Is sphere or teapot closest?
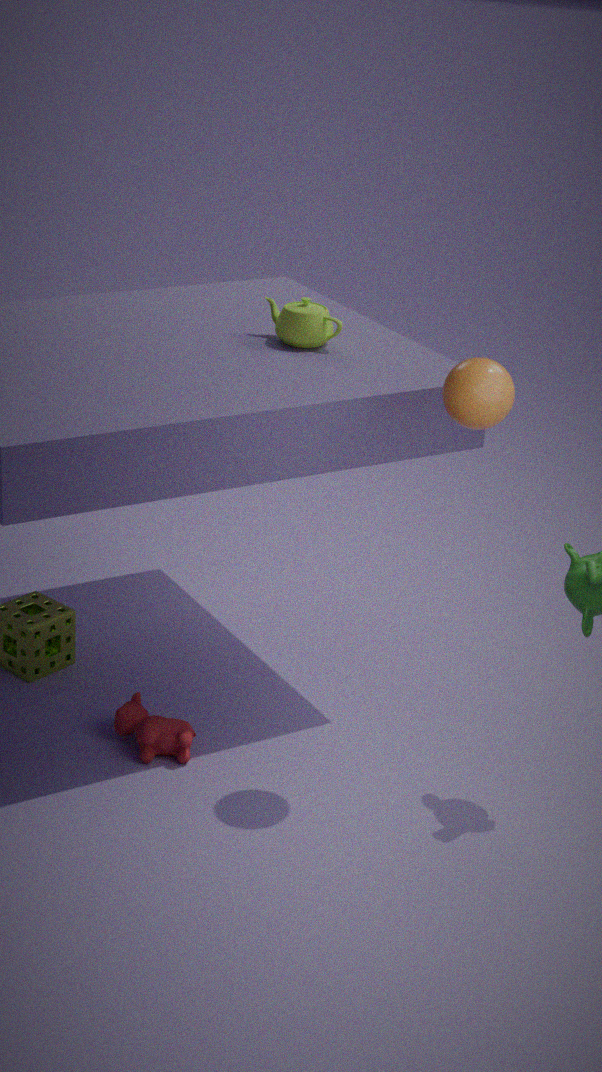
sphere
